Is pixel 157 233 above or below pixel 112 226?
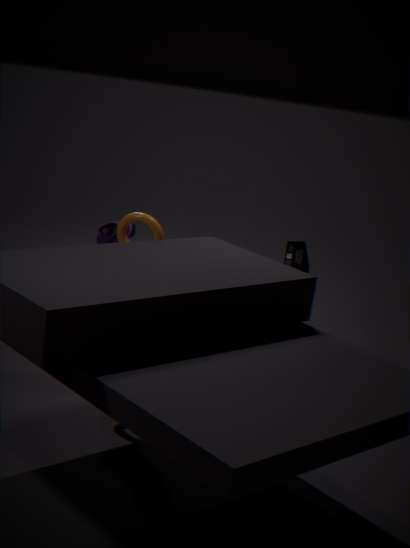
above
